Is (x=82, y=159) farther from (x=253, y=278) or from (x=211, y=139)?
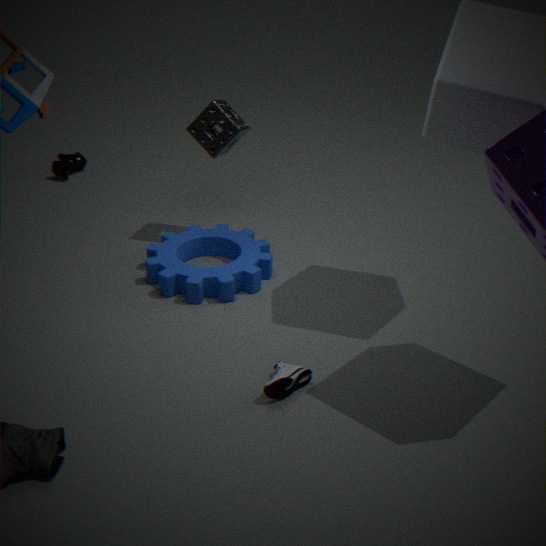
(x=253, y=278)
